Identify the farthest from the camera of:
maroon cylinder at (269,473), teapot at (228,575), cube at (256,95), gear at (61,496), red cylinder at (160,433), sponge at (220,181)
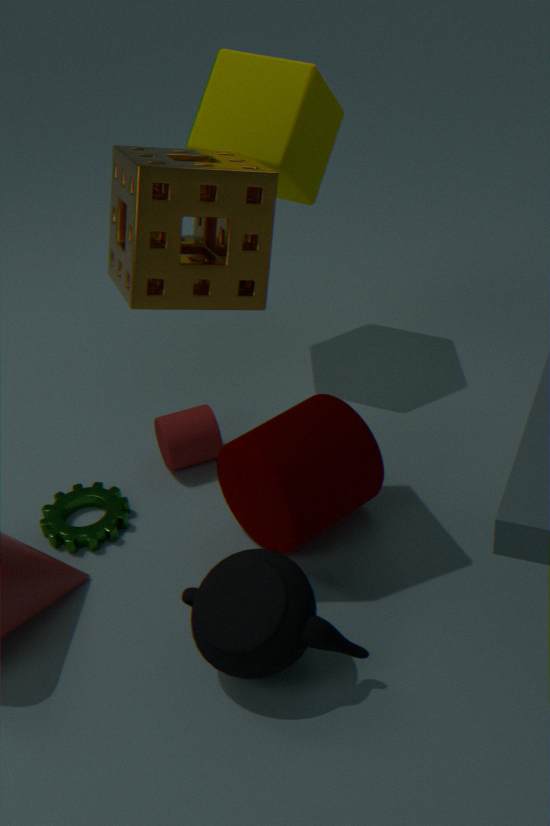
cube at (256,95)
